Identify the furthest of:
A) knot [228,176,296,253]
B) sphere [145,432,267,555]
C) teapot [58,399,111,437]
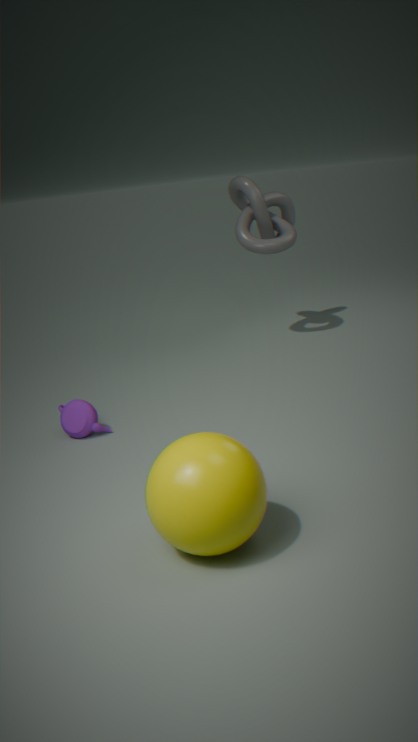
knot [228,176,296,253]
